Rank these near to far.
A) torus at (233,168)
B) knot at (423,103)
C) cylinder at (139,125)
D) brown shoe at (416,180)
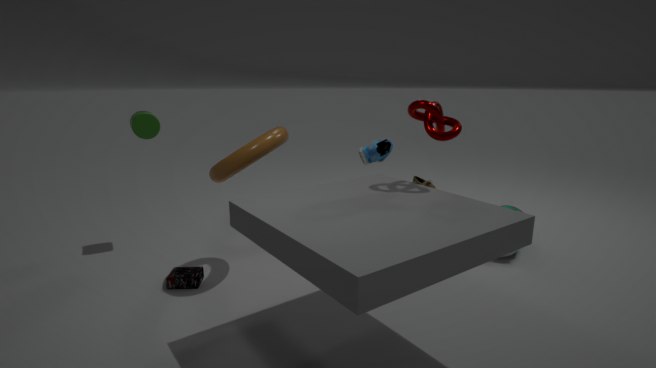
knot at (423,103) < torus at (233,168) < cylinder at (139,125) < brown shoe at (416,180)
